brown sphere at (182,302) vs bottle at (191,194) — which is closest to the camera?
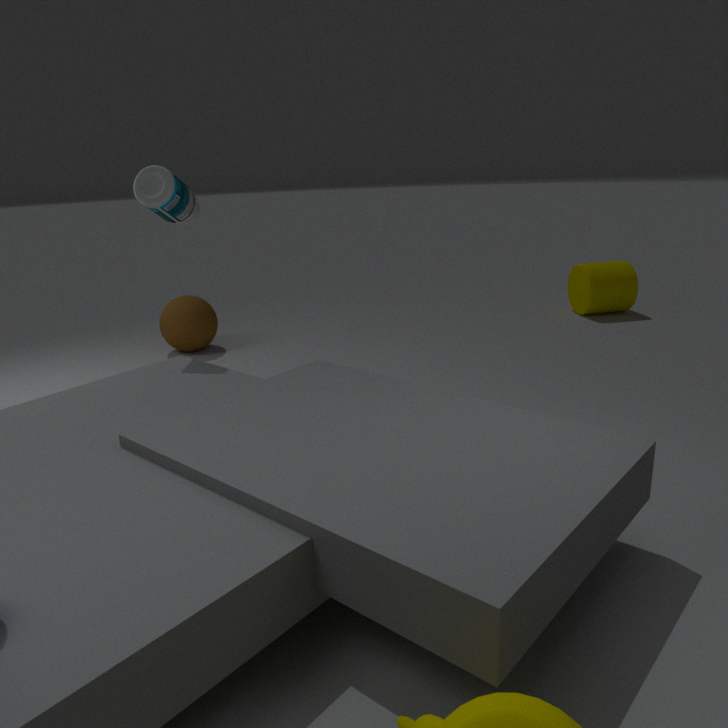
bottle at (191,194)
